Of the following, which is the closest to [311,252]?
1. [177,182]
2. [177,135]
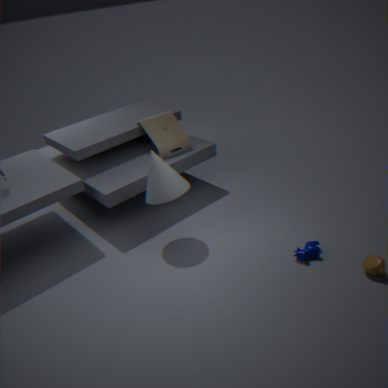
[177,182]
